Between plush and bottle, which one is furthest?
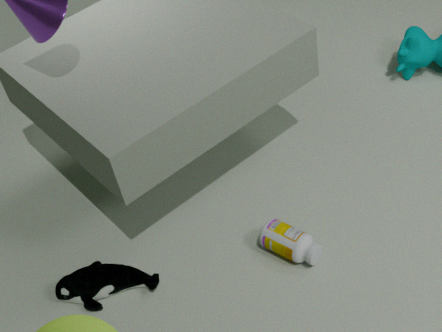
plush
